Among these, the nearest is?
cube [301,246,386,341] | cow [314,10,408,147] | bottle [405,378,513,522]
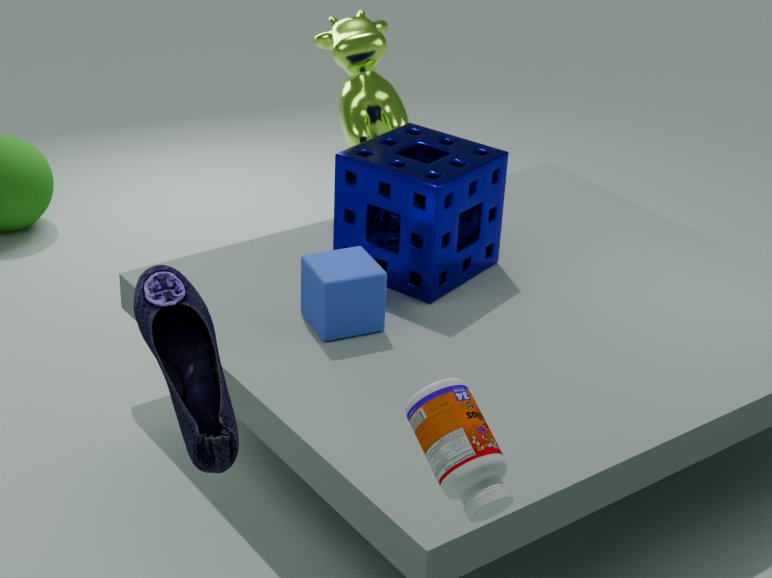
bottle [405,378,513,522]
